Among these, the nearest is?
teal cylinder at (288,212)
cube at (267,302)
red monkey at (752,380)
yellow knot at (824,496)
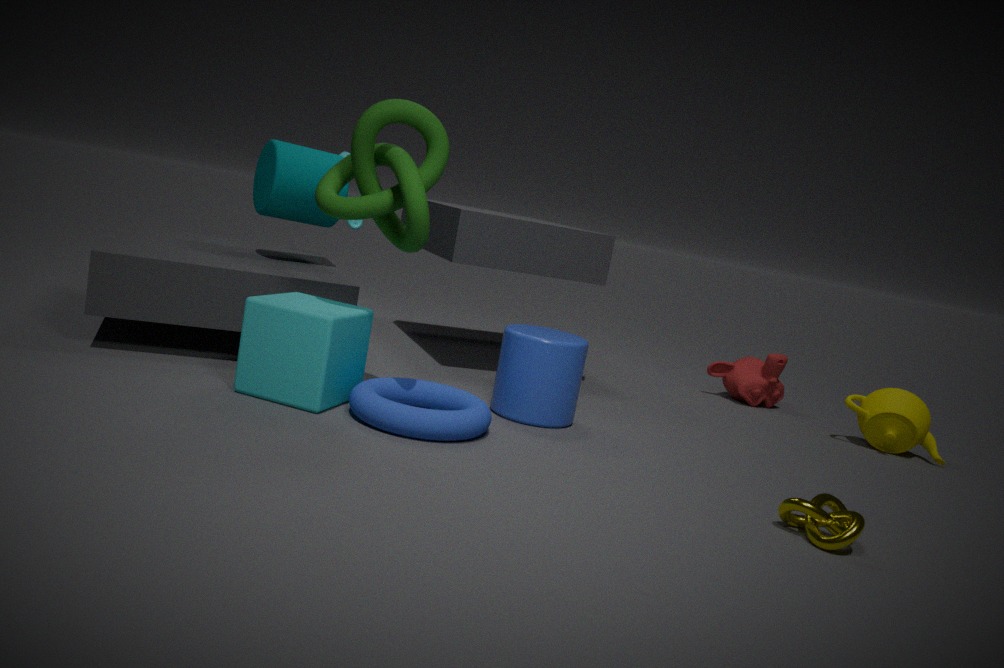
yellow knot at (824,496)
